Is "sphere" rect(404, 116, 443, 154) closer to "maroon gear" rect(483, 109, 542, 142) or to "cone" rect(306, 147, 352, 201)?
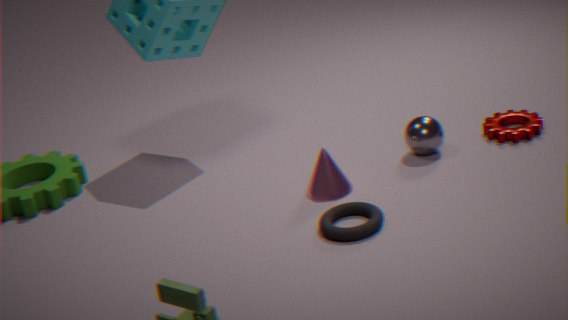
"maroon gear" rect(483, 109, 542, 142)
